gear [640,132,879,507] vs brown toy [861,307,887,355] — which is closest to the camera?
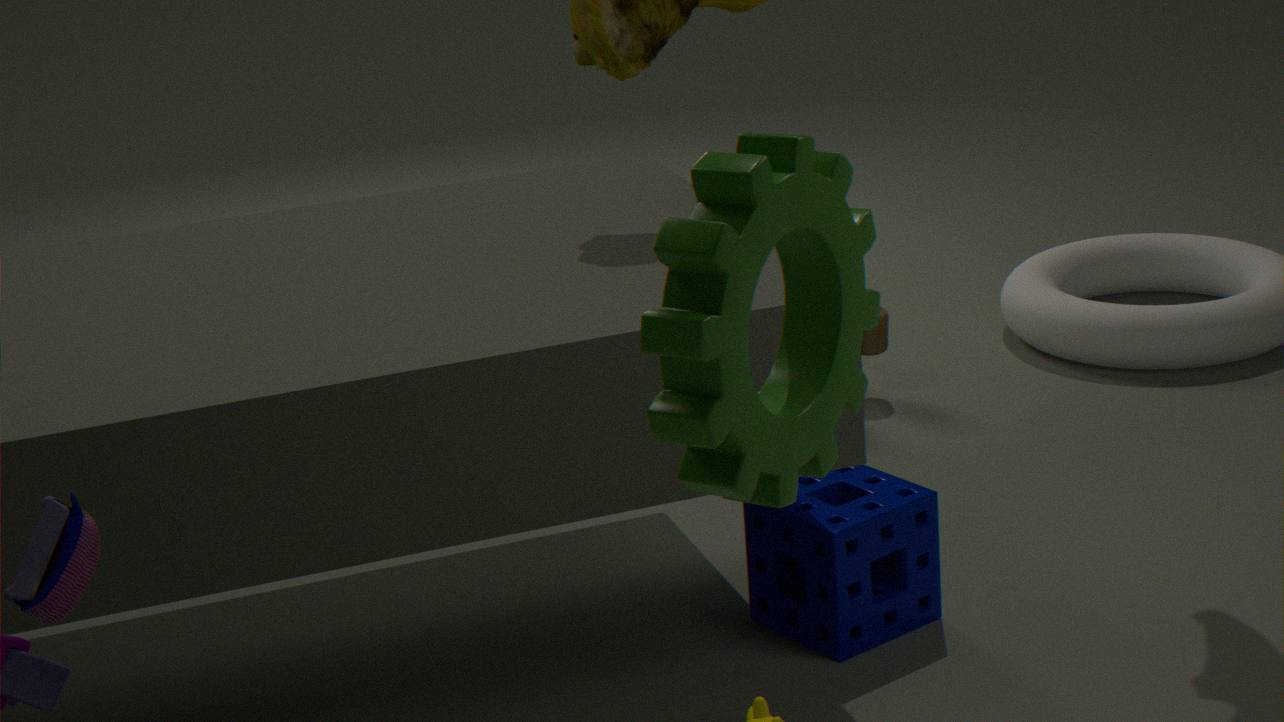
gear [640,132,879,507]
